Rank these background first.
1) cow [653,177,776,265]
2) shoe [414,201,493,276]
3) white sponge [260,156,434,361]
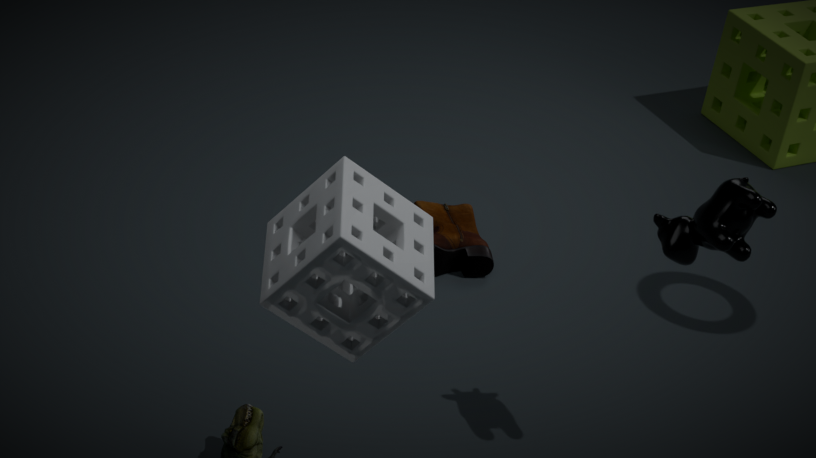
2. shoe [414,201,493,276], 1. cow [653,177,776,265], 3. white sponge [260,156,434,361]
